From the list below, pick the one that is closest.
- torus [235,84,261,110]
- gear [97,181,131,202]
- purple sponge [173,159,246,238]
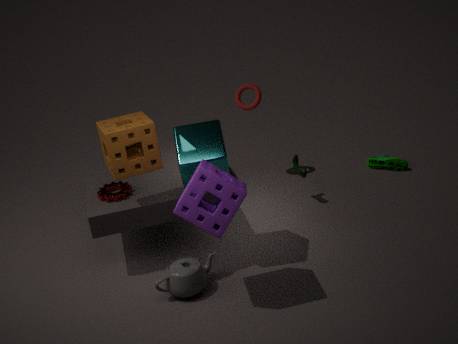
purple sponge [173,159,246,238]
